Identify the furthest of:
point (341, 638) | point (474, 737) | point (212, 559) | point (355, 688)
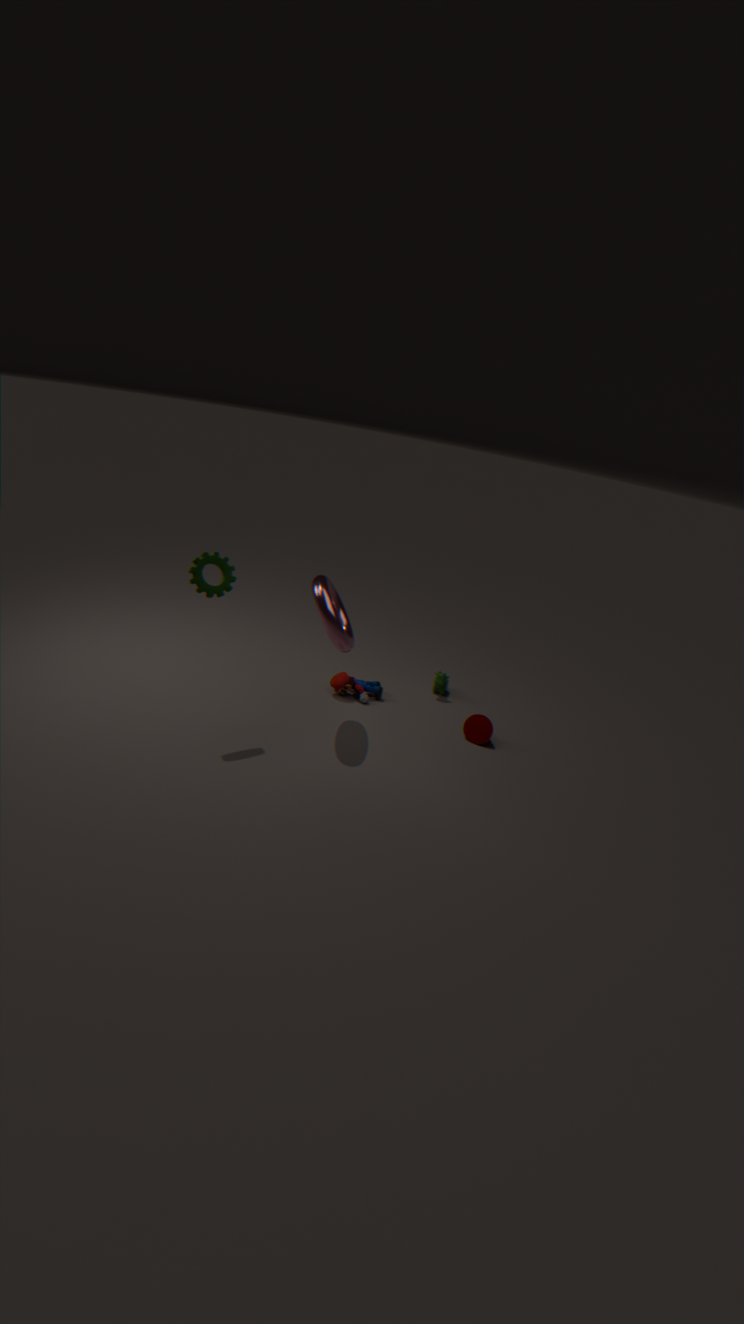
point (355, 688)
